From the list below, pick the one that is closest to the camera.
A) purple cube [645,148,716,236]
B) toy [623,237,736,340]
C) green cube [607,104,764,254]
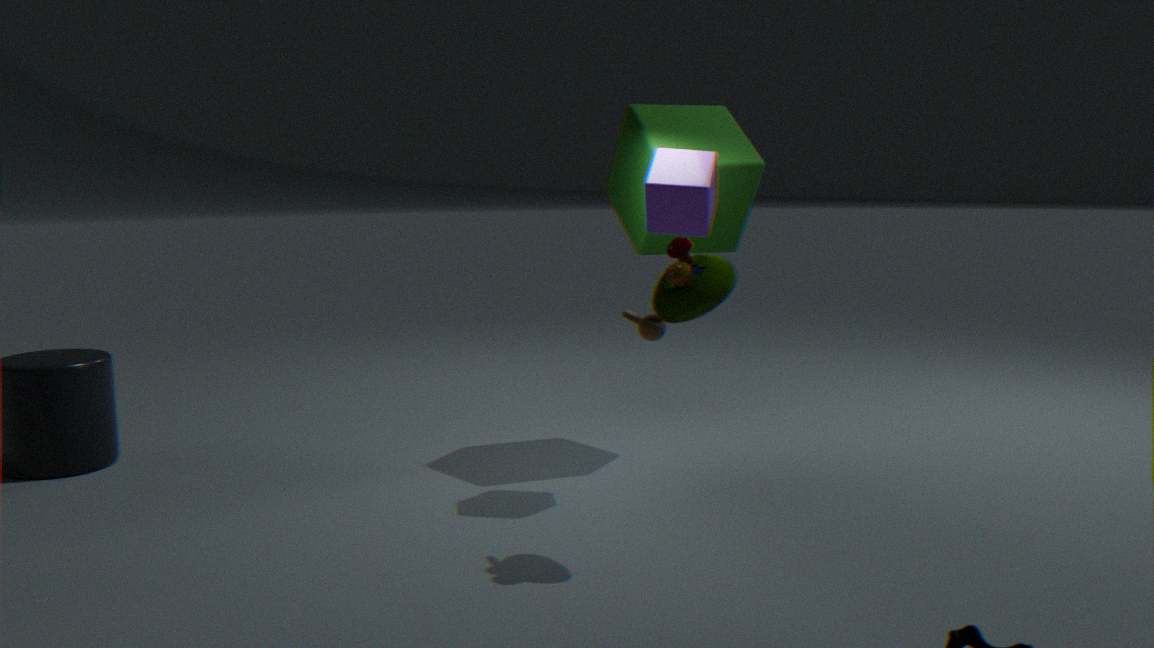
toy [623,237,736,340]
